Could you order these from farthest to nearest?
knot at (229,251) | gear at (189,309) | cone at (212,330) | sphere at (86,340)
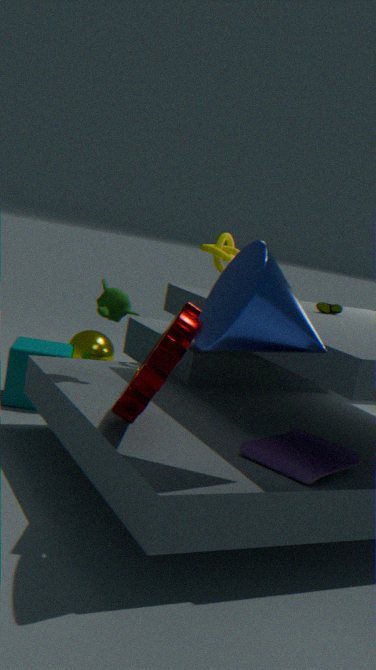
sphere at (86,340)
knot at (229,251)
gear at (189,309)
cone at (212,330)
